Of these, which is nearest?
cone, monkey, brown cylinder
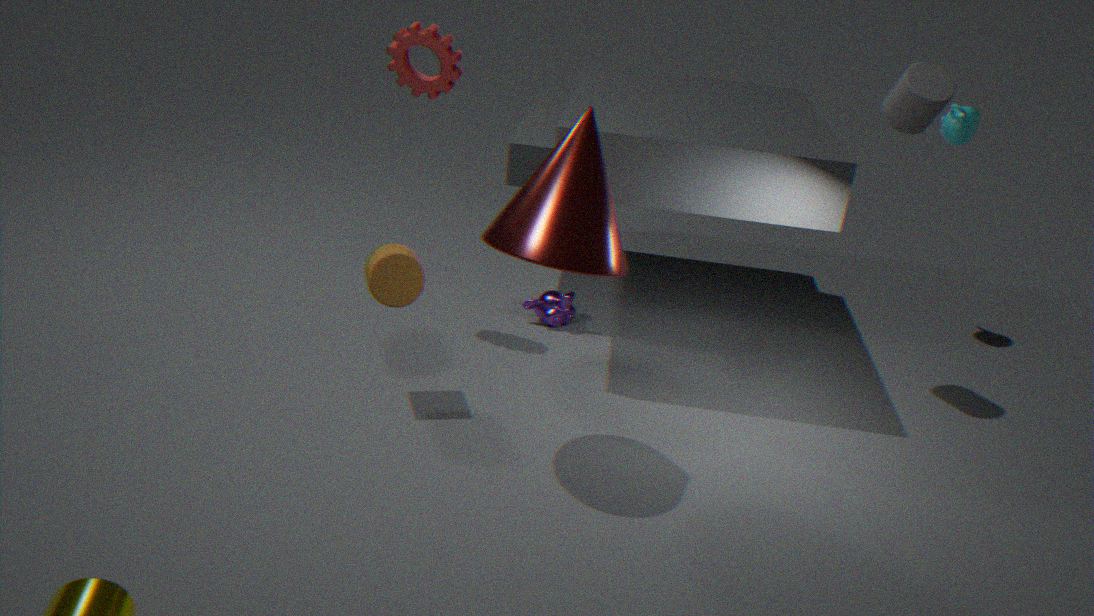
cone
